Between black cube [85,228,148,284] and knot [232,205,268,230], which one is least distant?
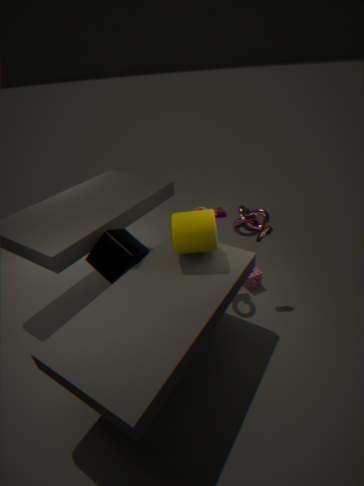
black cube [85,228,148,284]
